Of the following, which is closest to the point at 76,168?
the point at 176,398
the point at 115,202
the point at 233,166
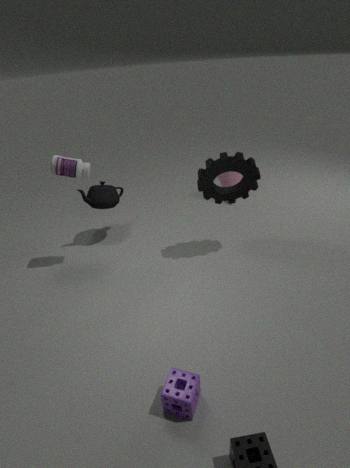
the point at 115,202
